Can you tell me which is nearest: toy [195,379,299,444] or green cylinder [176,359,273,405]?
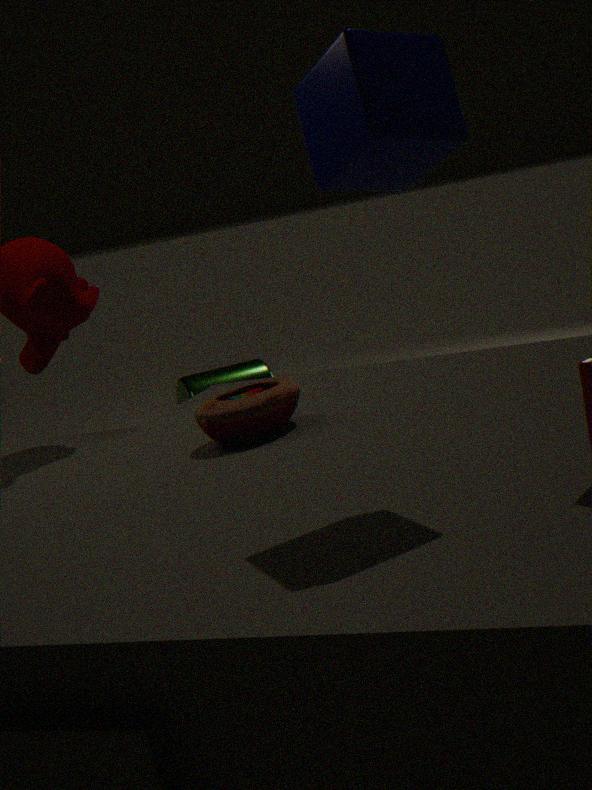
toy [195,379,299,444]
